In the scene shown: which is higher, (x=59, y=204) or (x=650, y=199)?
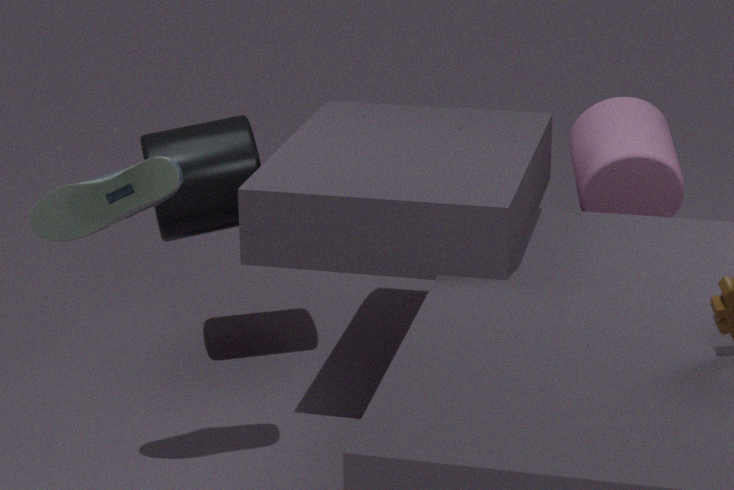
(x=59, y=204)
